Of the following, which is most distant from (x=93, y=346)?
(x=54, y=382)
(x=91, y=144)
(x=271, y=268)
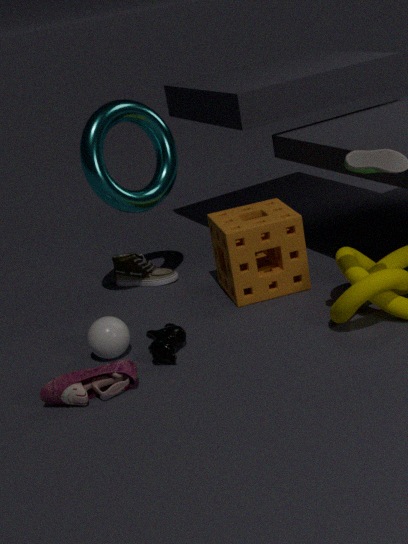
(x=91, y=144)
